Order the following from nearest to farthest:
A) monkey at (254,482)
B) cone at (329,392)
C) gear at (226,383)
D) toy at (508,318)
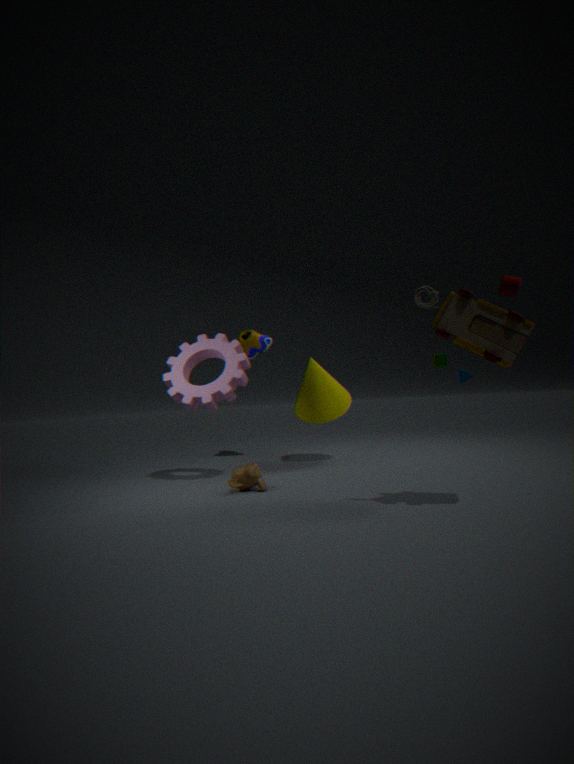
toy at (508,318) → monkey at (254,482) → gear at (226,383) → cone at (329,392)
